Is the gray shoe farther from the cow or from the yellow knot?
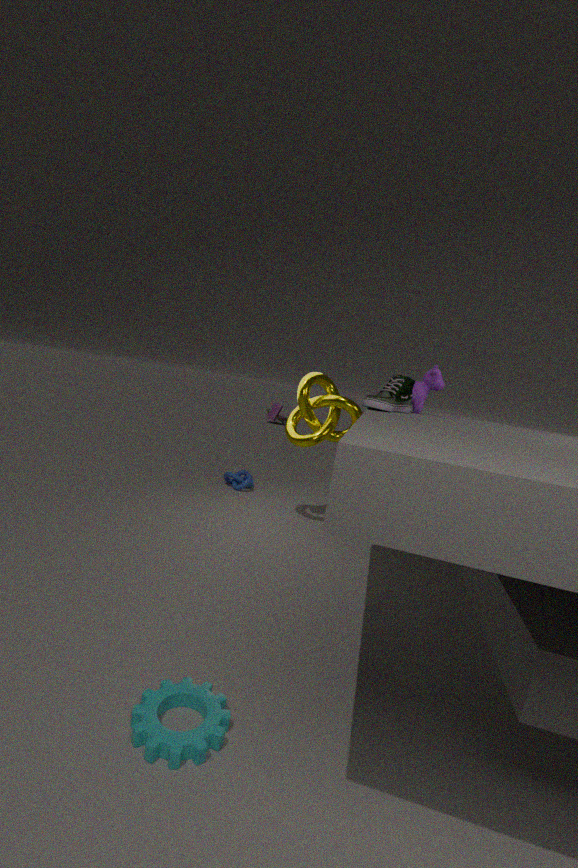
the yellow knot
